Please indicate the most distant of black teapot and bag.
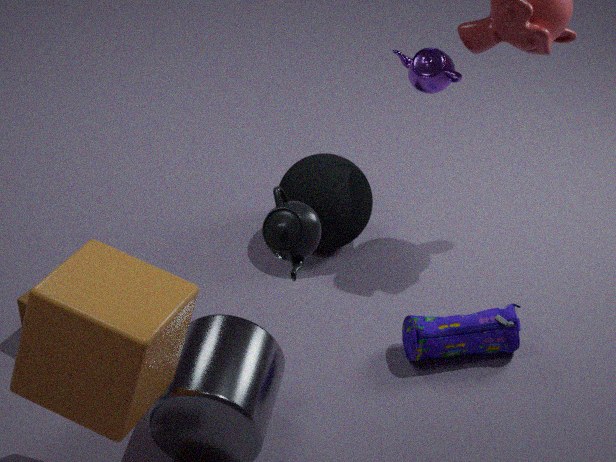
bag
